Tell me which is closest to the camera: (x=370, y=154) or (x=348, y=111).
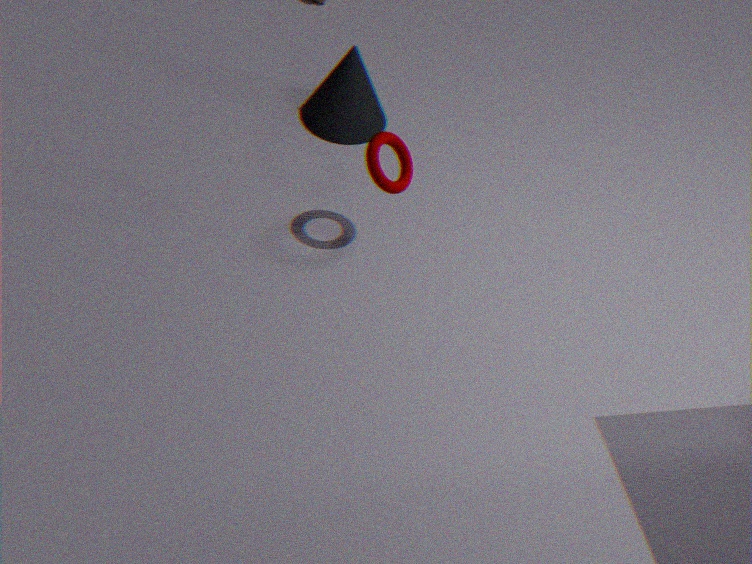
(x=370, y=154)
